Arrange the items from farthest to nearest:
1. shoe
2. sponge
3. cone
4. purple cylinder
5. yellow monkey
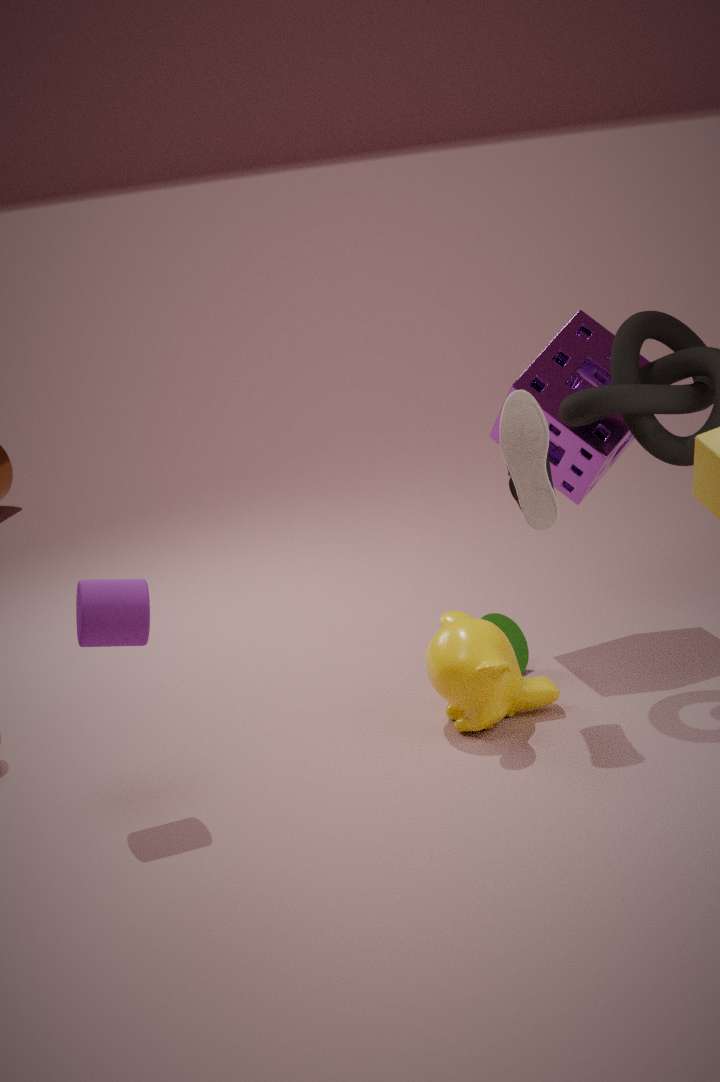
cone < sponge < yellow monkey < shoe < purple cylinder
